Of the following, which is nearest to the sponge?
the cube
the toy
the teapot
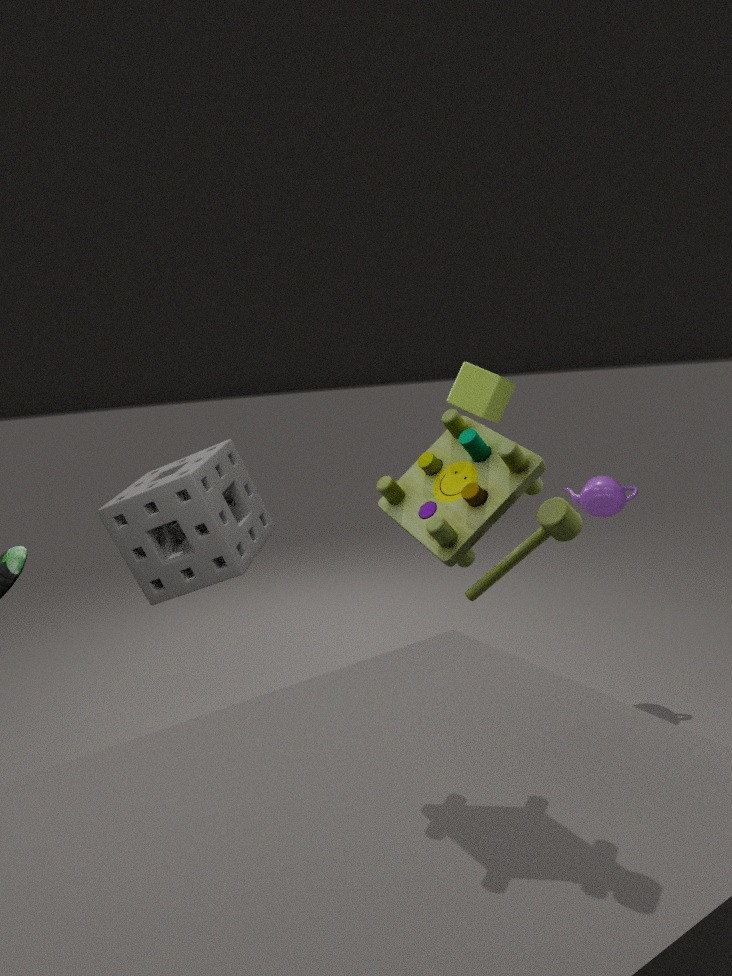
the cube
